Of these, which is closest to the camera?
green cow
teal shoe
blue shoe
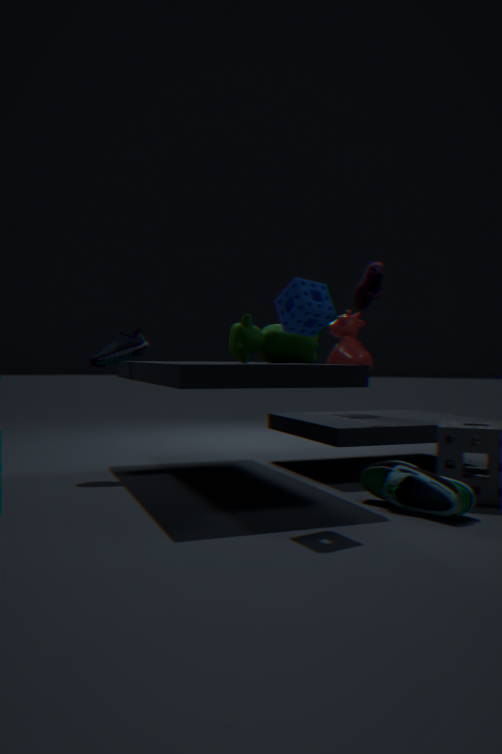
teal shoe
